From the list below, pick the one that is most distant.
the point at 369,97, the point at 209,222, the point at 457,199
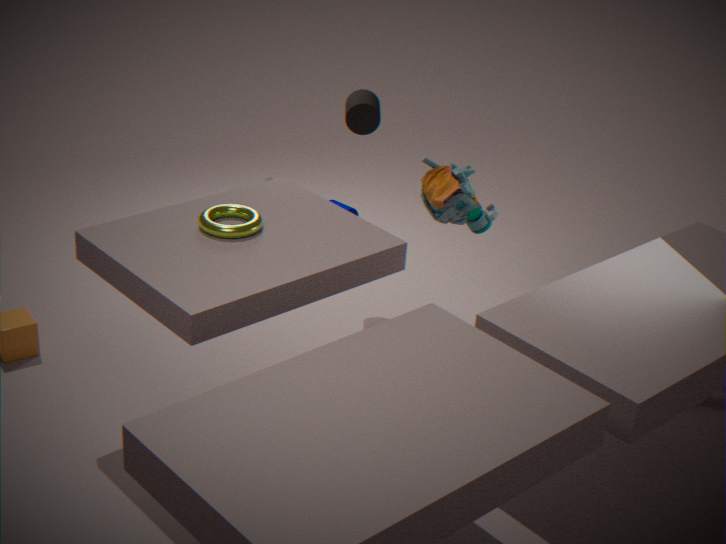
the point at 369,97
